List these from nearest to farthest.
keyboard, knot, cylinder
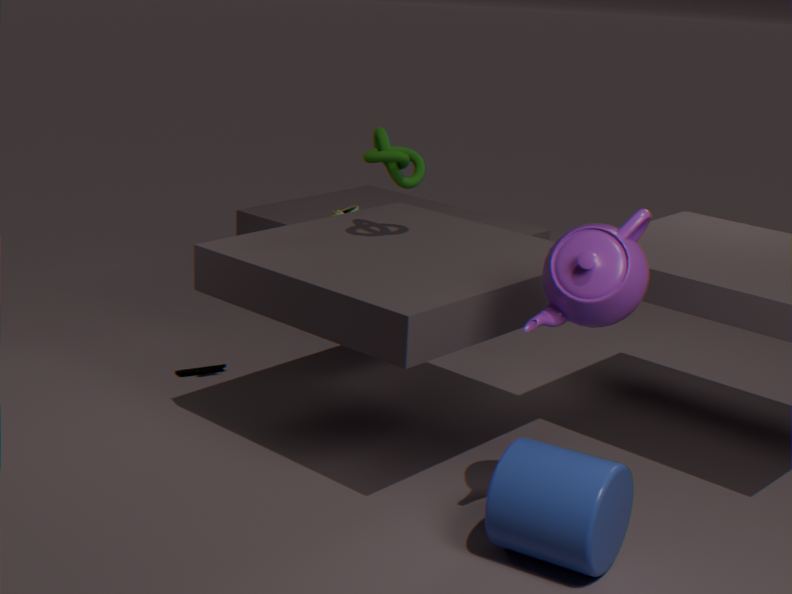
cylinder, knot, keyboard
